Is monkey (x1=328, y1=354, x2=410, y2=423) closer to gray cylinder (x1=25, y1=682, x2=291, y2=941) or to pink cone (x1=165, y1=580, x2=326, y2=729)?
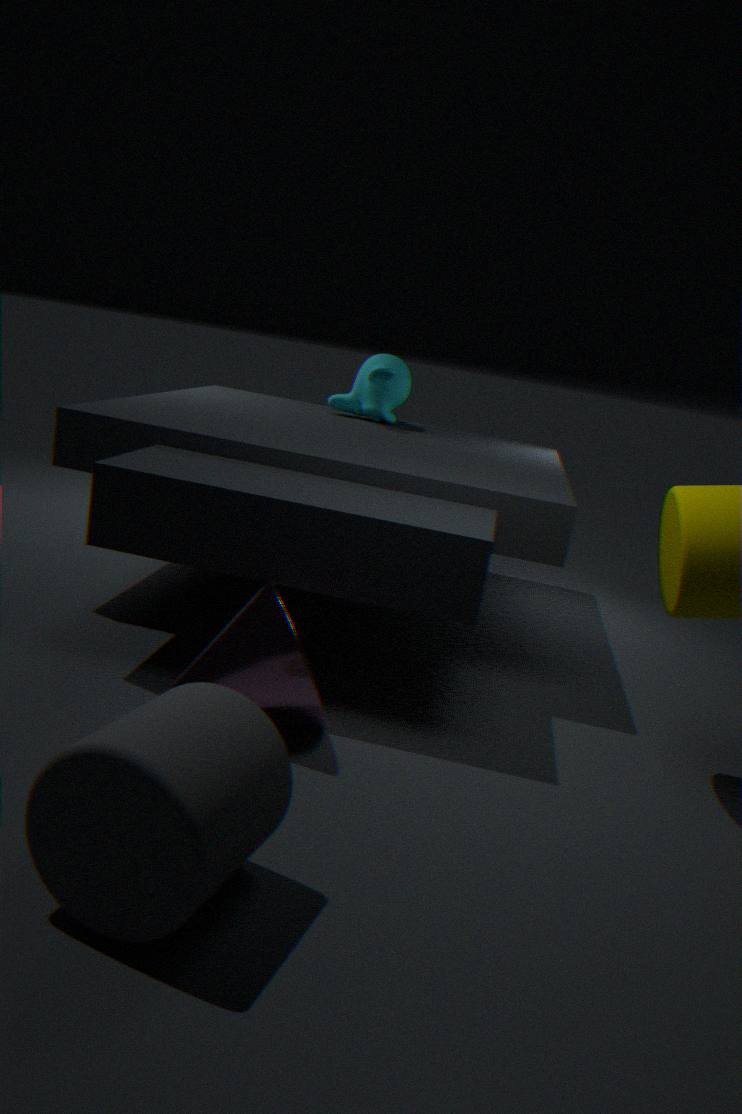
pink cone (x1=165, y1=580, x2=326, y2=729)
